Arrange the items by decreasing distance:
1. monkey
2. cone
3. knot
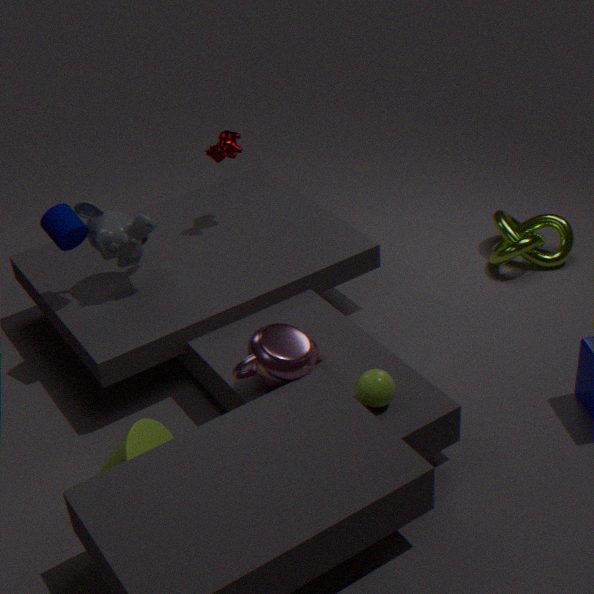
knot < monkey < cone
